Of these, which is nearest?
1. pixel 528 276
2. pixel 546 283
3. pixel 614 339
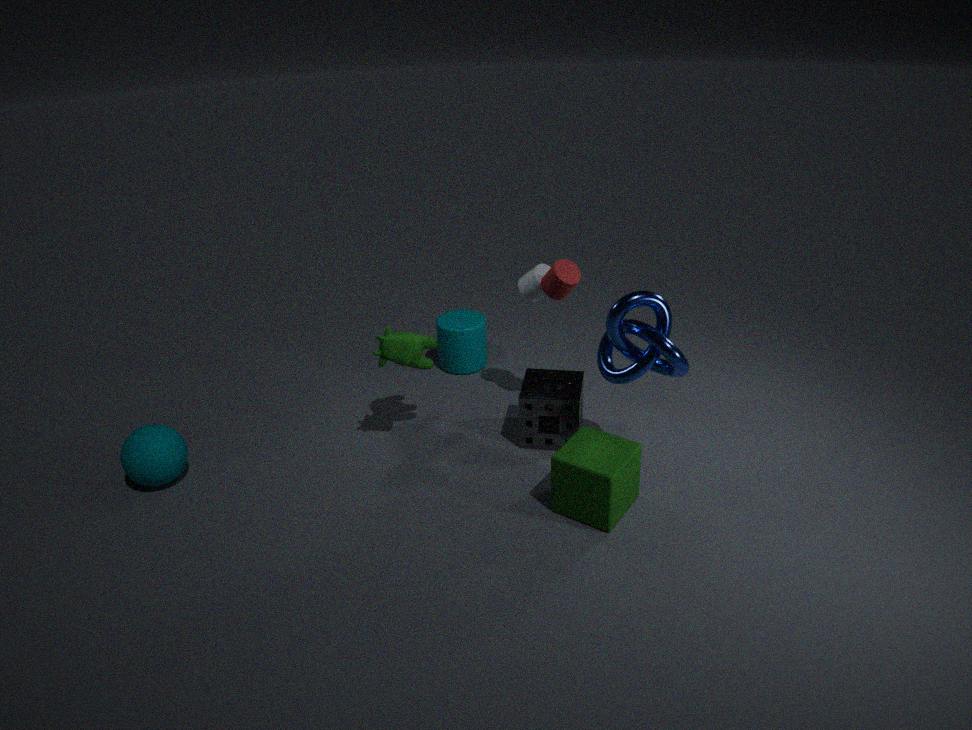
pixel 614 339
